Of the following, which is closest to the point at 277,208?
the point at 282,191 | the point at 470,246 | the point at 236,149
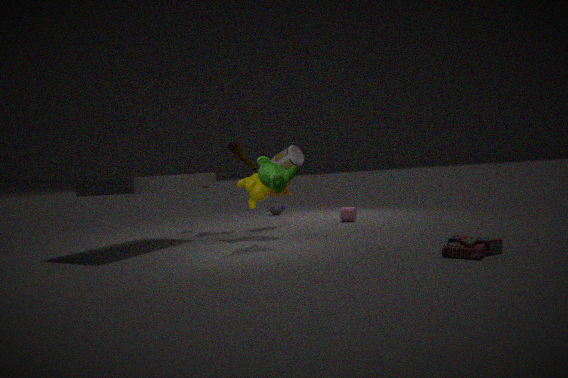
the point at 282,191
